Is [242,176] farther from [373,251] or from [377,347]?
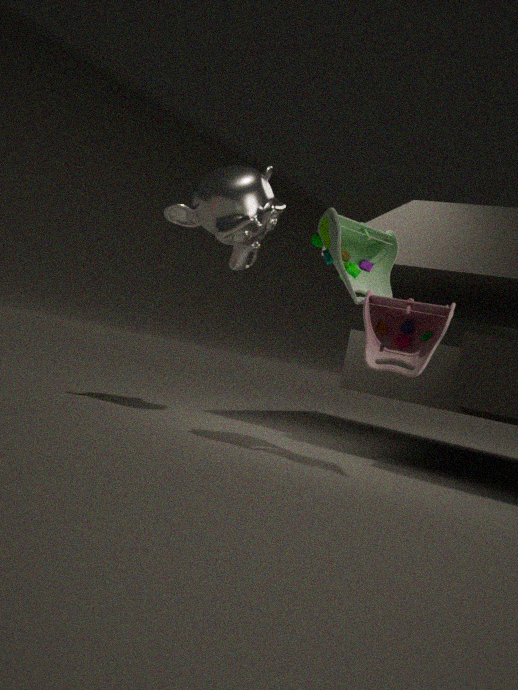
[377,347]
